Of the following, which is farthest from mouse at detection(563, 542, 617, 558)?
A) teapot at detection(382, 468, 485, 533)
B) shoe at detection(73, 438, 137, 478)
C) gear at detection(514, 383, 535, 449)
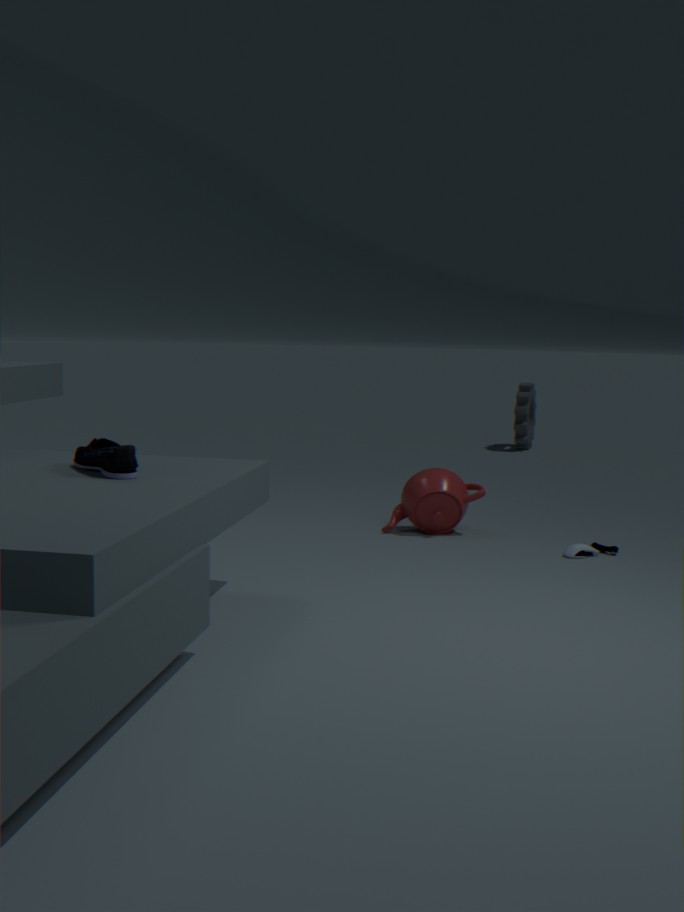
gear at detection(514, 383, 535, 449)
